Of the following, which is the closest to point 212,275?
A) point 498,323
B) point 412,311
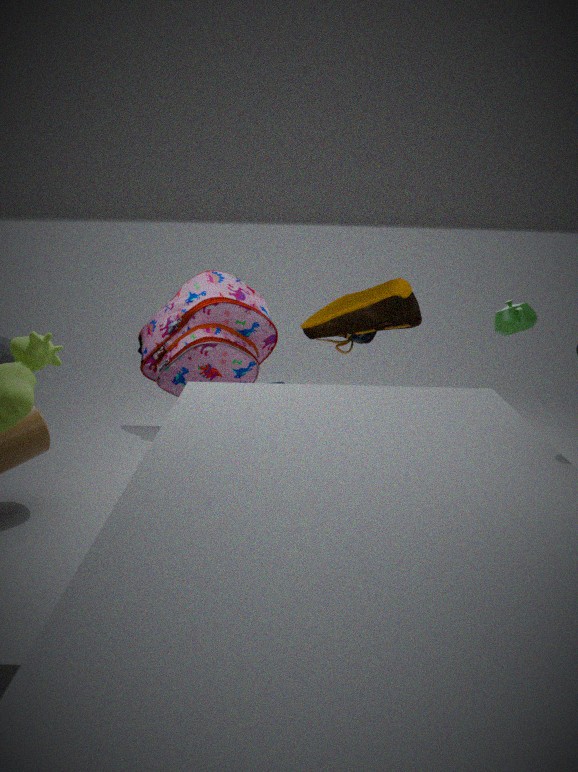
point 412,311
